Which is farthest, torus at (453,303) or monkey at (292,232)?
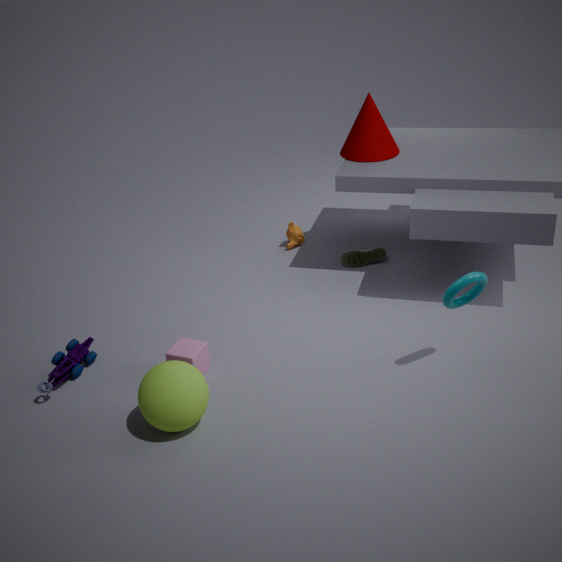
monkey at (292,232)
